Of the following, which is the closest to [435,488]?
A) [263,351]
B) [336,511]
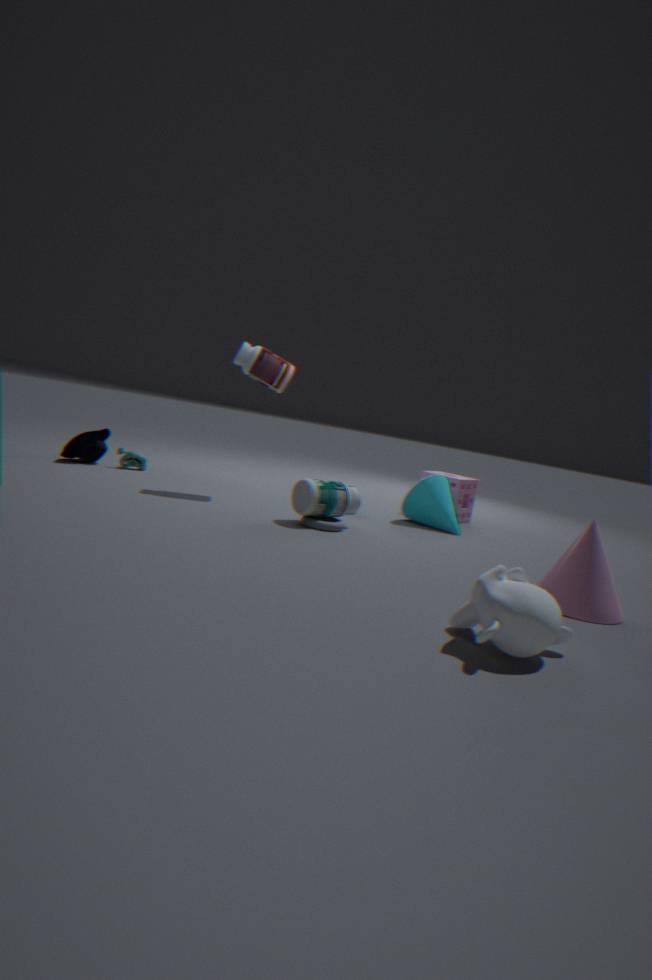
[336,511]
